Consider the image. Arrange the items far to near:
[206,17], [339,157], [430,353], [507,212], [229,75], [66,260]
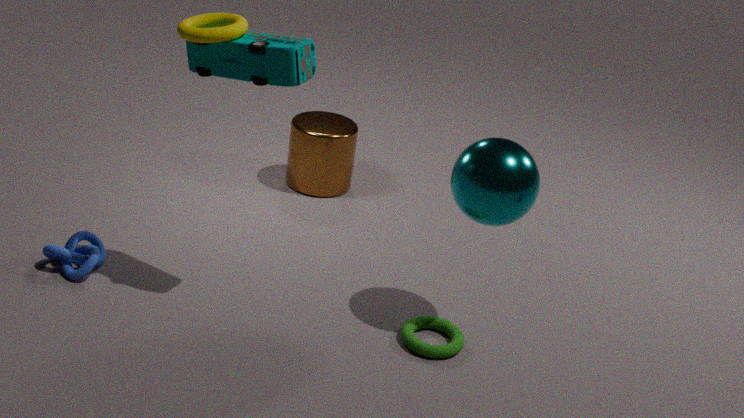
[339,157] → [66,260] → [430,353] → [507,212] → [206,17] → [229,75]
